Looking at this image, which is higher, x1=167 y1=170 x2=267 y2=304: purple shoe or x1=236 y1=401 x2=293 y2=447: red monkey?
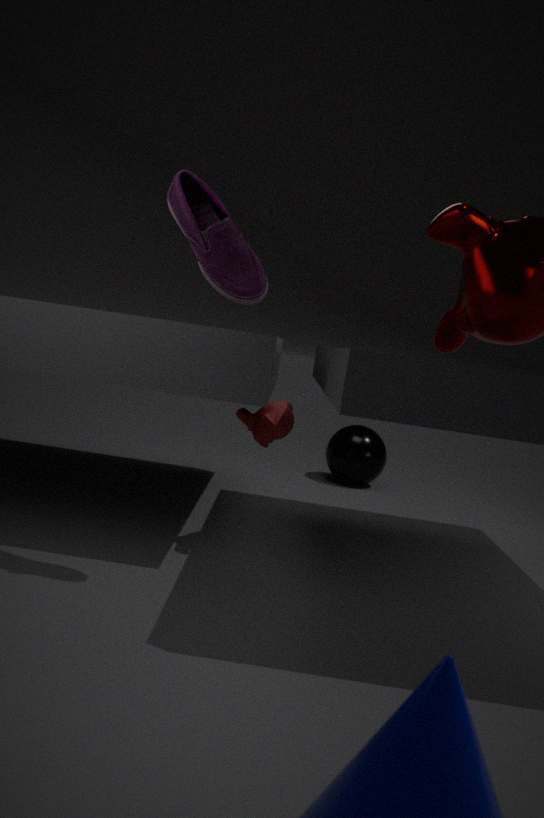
x1=167 y1=170 x2=267 y2=304: purple shoe
